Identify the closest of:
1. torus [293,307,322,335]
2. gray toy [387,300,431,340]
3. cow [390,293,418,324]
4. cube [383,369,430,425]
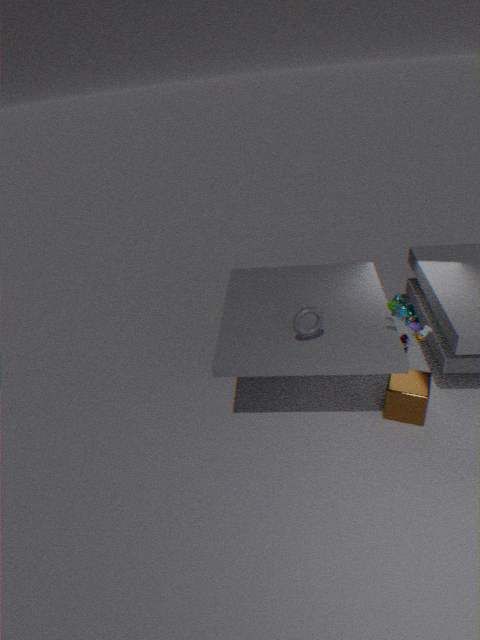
gray toy [387,300,431,340]
